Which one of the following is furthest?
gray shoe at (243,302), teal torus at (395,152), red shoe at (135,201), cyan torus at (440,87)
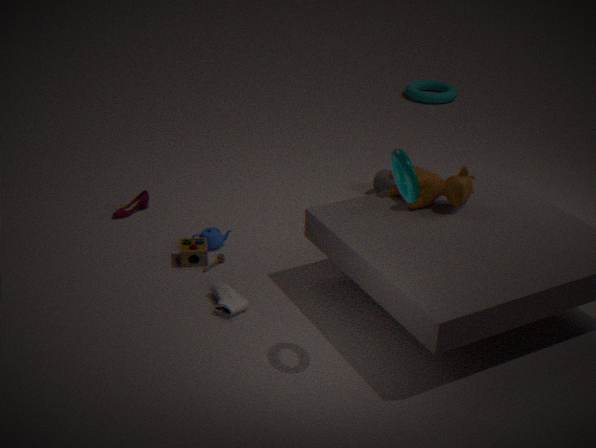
cyan torus at (440,87)
